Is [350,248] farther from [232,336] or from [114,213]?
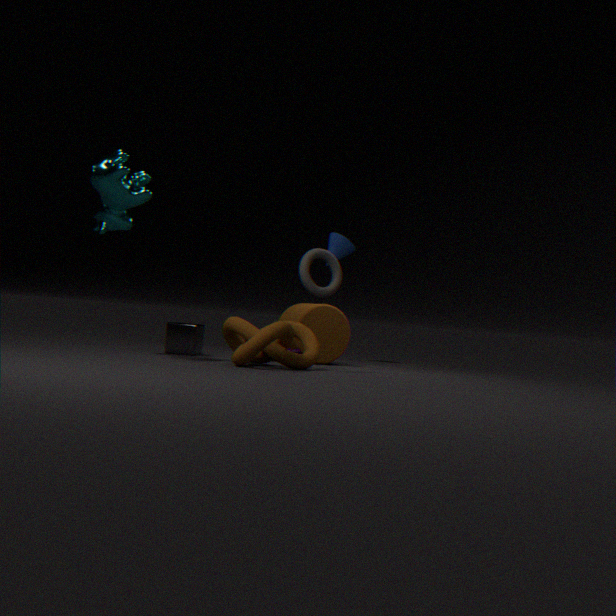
[114,213]
